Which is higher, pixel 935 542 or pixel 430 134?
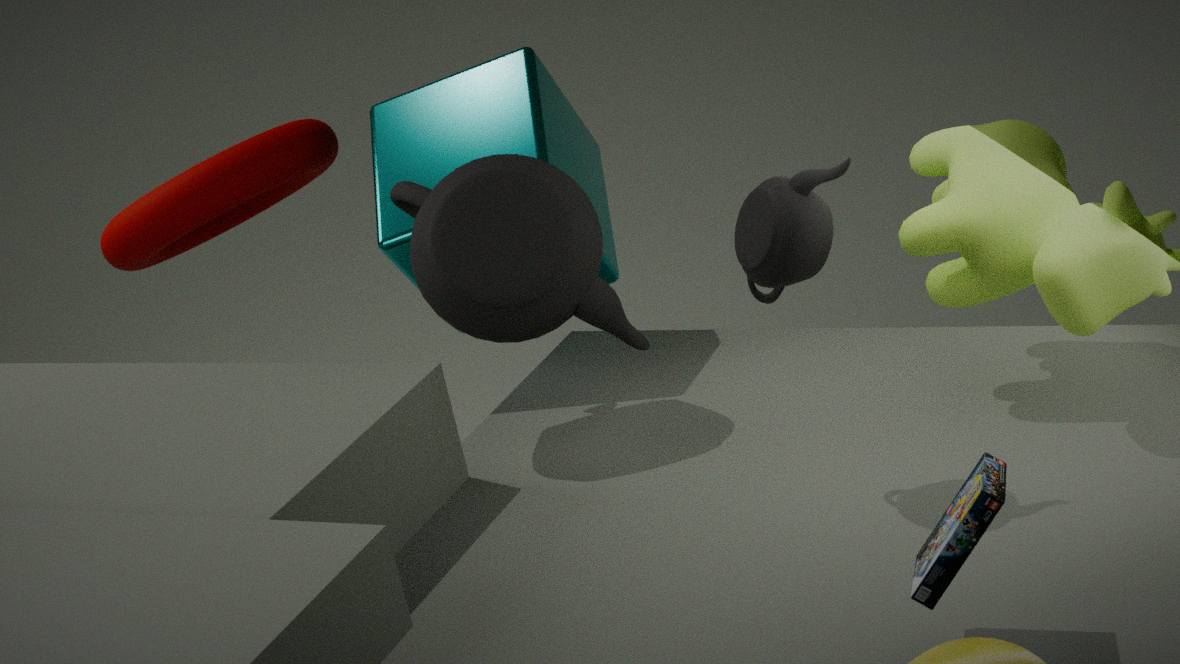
pixel 430 134
